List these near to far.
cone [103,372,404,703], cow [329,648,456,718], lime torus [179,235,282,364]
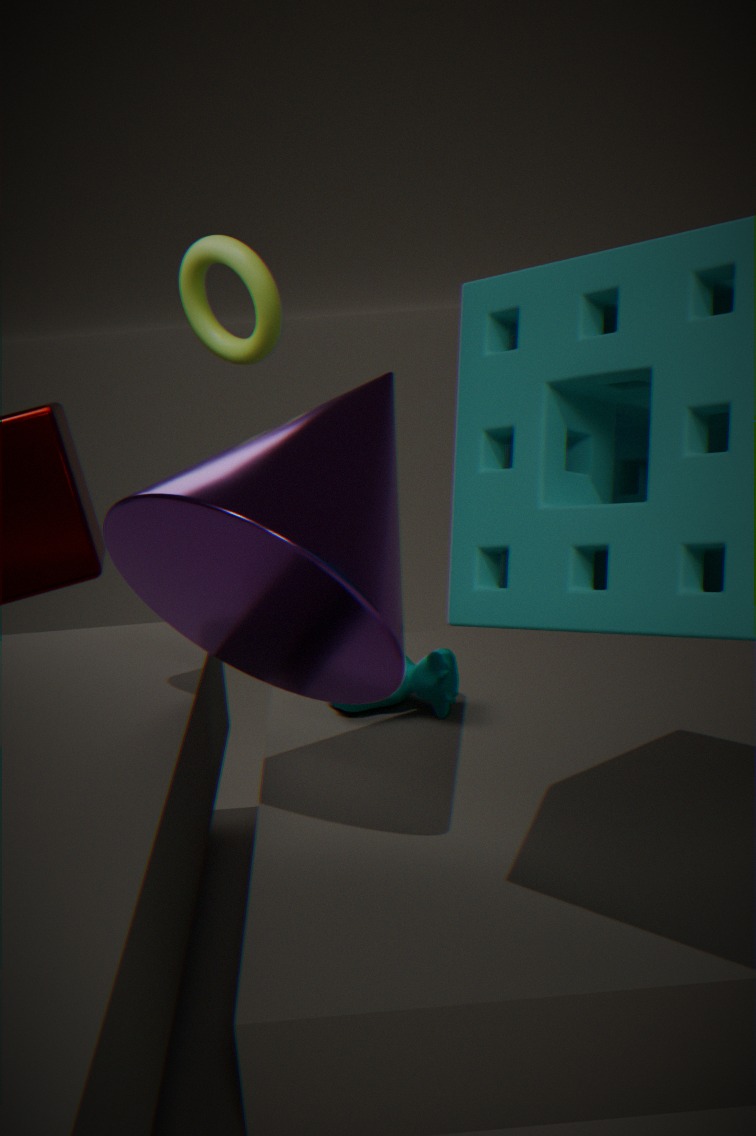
cone [103,372,404,703] < cow [329,648,456,718] < lime torus [179,235,282,364]
